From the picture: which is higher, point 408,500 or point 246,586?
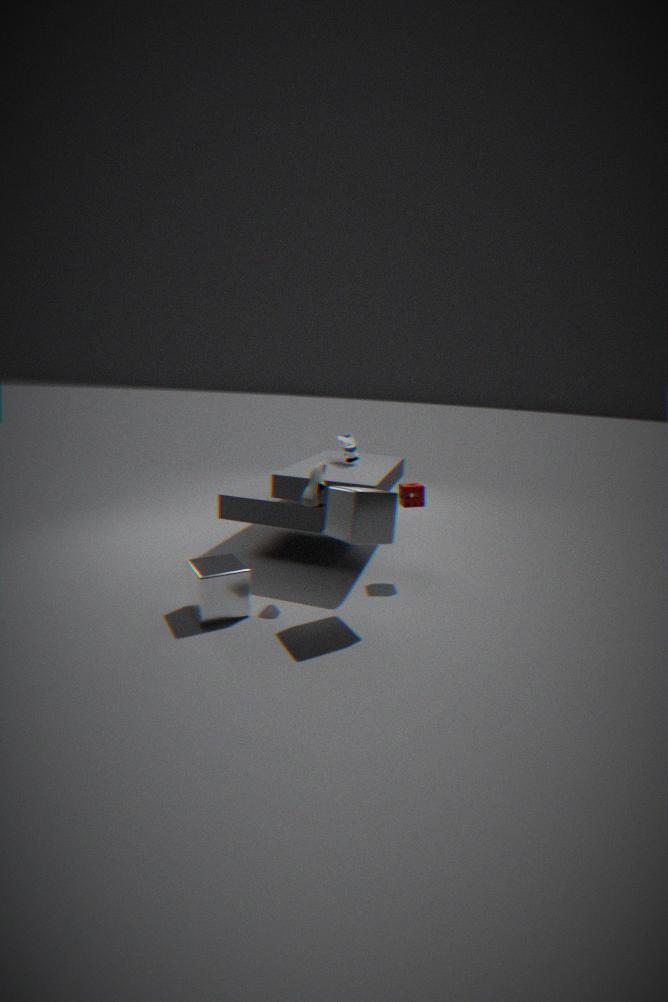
point 408,500
